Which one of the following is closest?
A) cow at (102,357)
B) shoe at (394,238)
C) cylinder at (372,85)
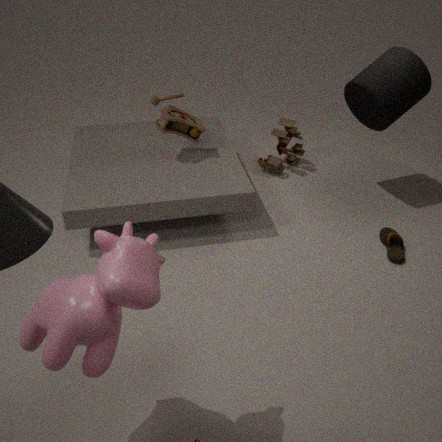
cow at (102,357)
